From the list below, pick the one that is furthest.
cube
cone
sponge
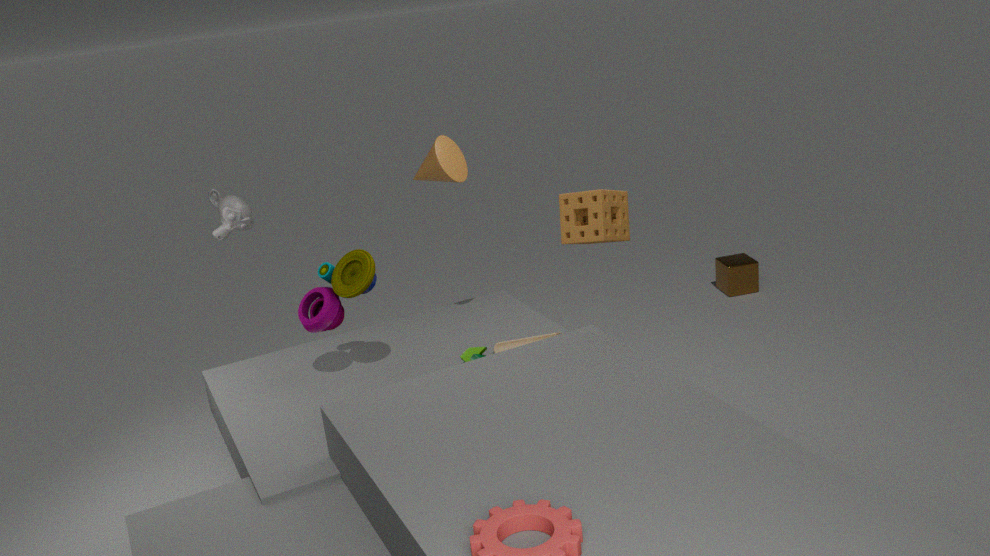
cube
